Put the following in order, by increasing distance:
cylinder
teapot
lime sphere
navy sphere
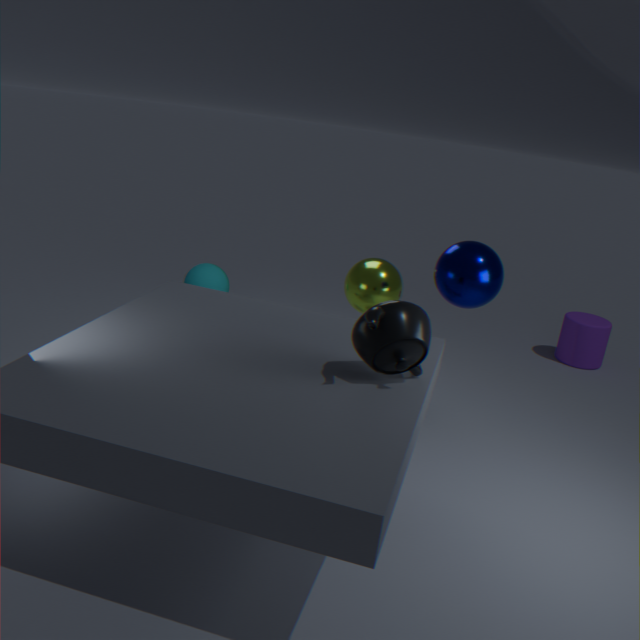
1. teapot
2. navy sphere
3. lime sphere
4. cylinder
